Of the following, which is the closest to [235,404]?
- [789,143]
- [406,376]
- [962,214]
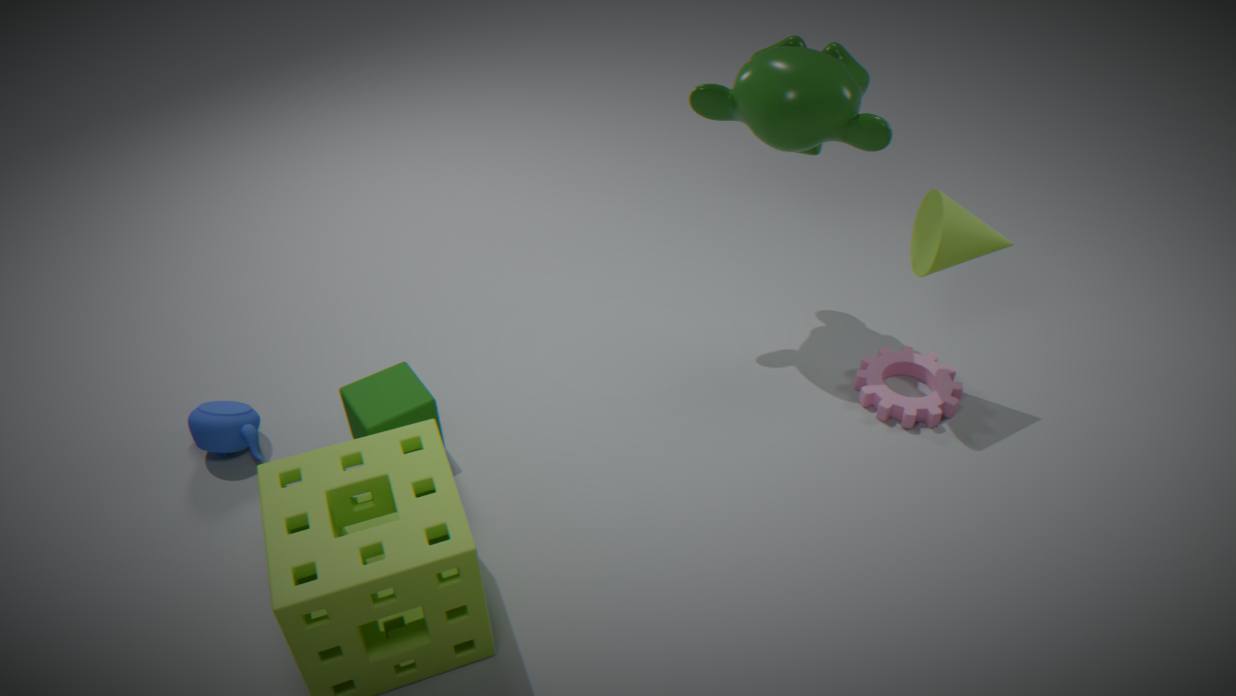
[406,376]
